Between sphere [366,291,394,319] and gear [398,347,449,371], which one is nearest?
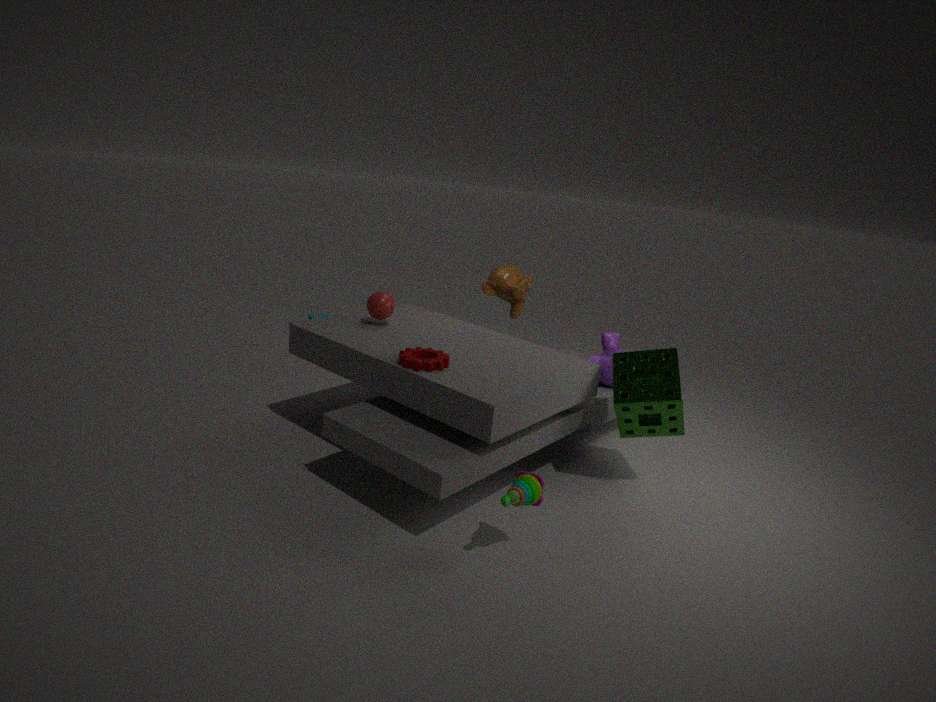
gear [398,347,449,371]
